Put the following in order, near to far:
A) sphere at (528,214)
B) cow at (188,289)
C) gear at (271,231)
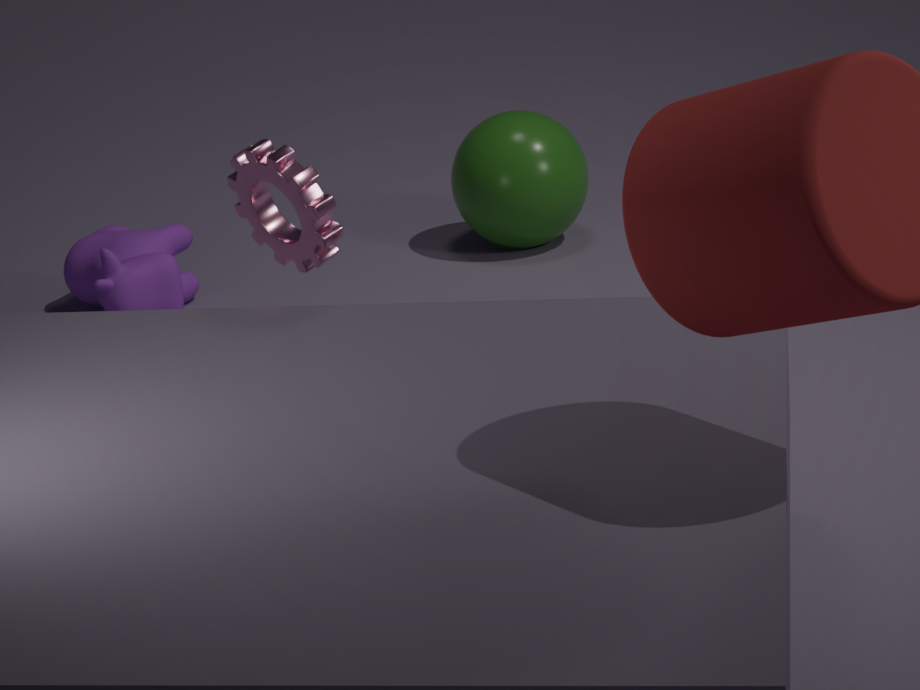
gear at (271,231), cow at (188,289), sphere at (528,214)
